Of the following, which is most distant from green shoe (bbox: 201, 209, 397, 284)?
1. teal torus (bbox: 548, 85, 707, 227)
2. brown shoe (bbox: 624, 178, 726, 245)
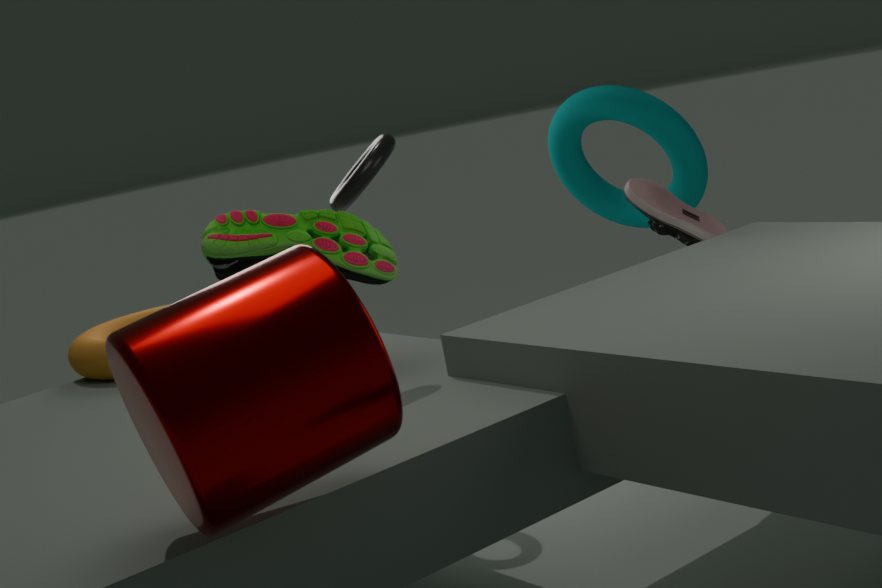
teal torus (bbox: 548, 85, 707, 227)
